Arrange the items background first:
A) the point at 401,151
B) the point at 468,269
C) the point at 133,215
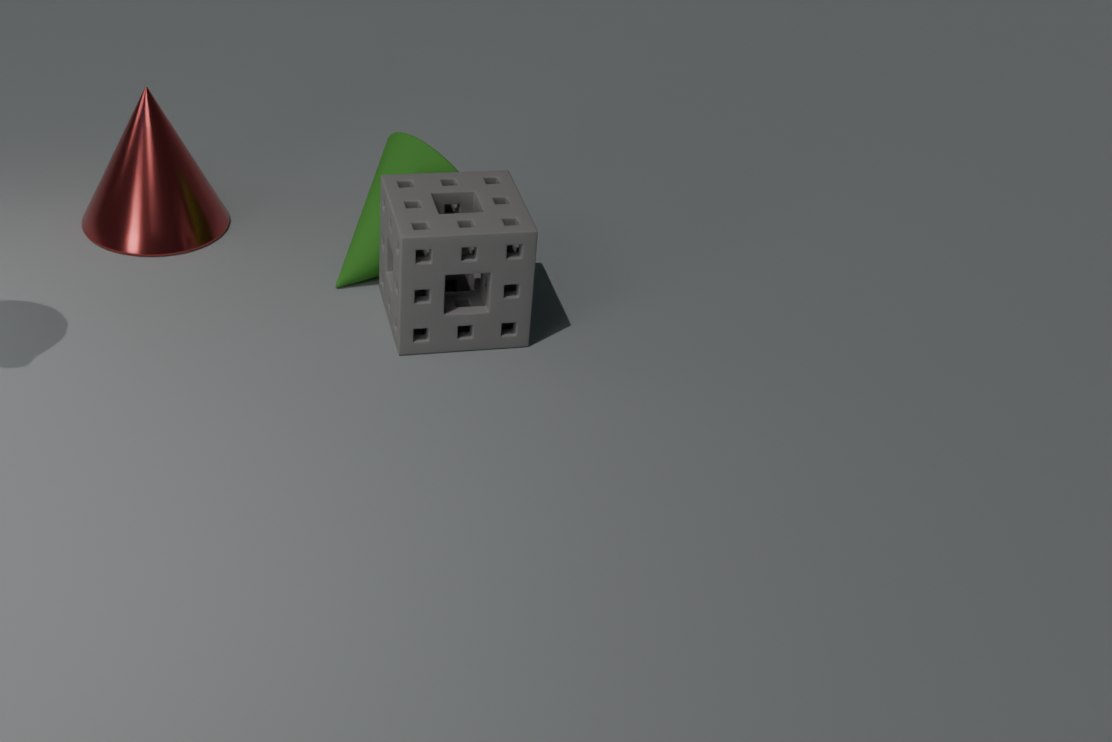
the point at 133,215, the point at 401,151, the point at 468,269
